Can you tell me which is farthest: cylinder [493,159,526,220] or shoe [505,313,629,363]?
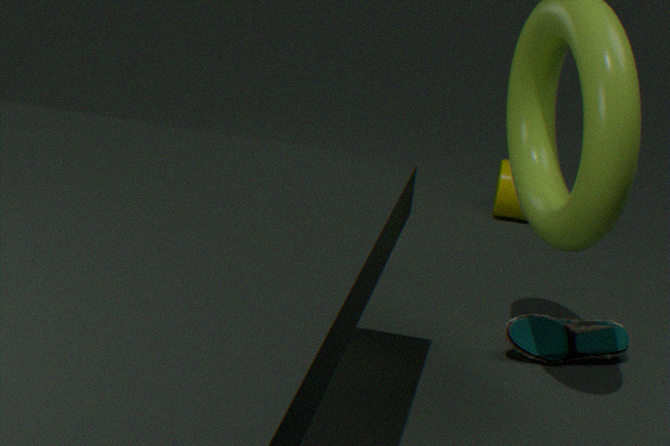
cylinder [493,159,526,220]
